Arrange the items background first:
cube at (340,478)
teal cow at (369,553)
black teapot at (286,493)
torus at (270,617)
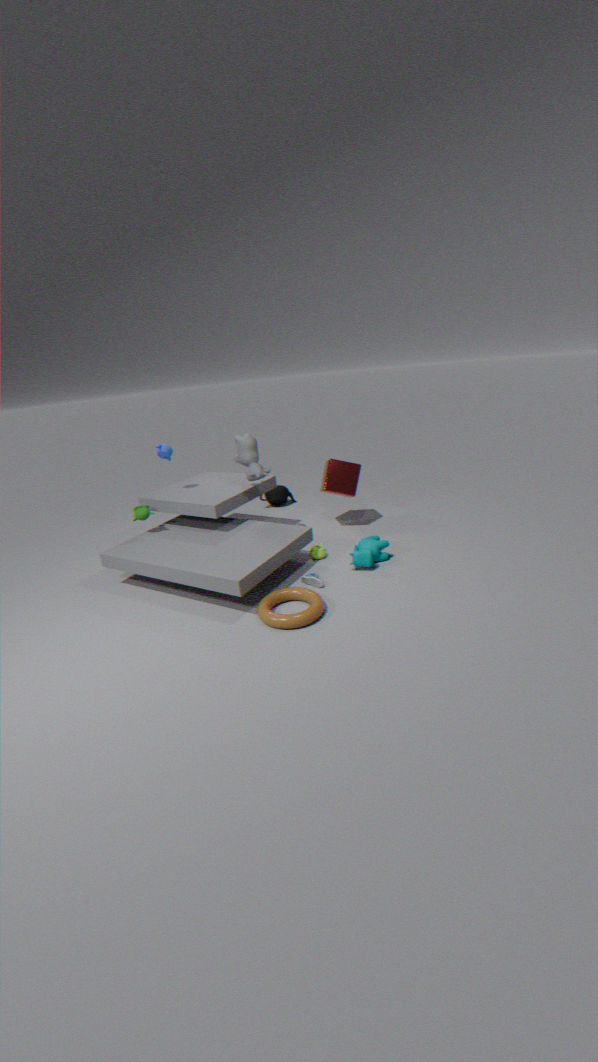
black teapot at (286,493)
cube at (340,478)
teal cow at (369,553)
torus at (270,617)
